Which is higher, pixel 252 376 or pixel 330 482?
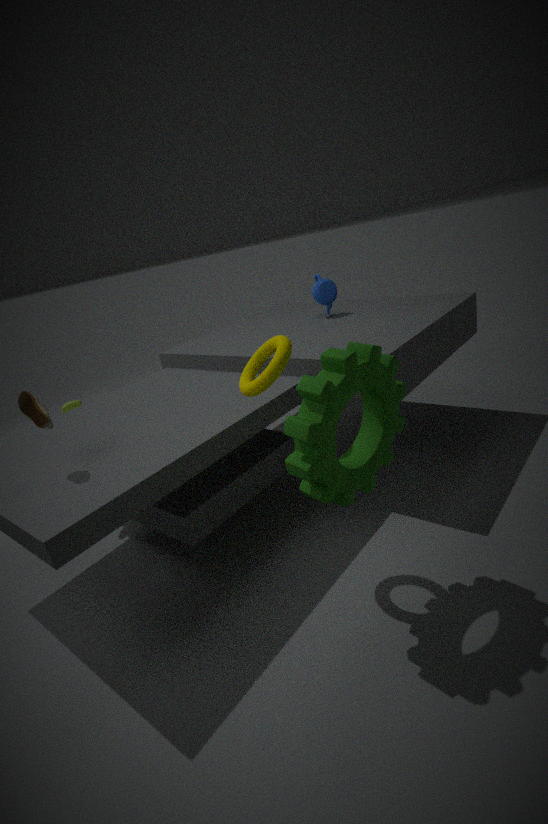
pixel 252 376
